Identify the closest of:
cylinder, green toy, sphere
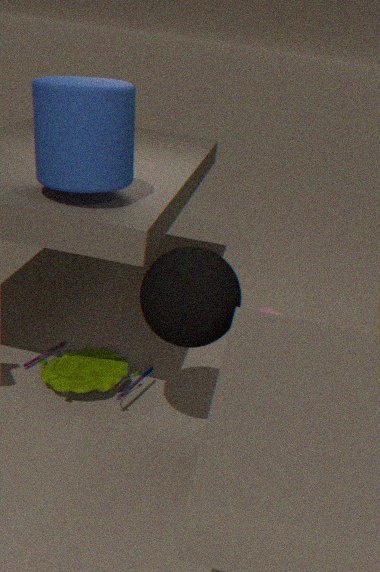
sphere
